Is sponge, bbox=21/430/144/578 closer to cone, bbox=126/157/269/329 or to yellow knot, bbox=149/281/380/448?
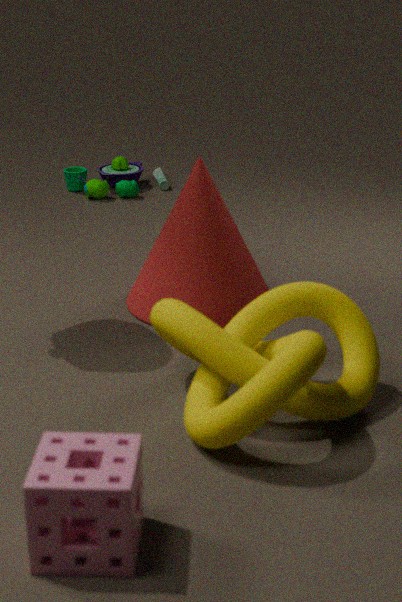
yellow knot, bbox=149/281/380/448
